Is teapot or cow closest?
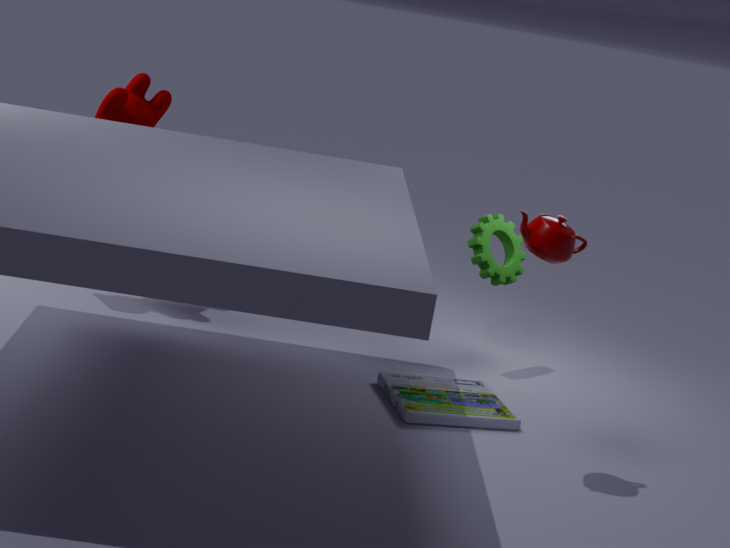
teapot
